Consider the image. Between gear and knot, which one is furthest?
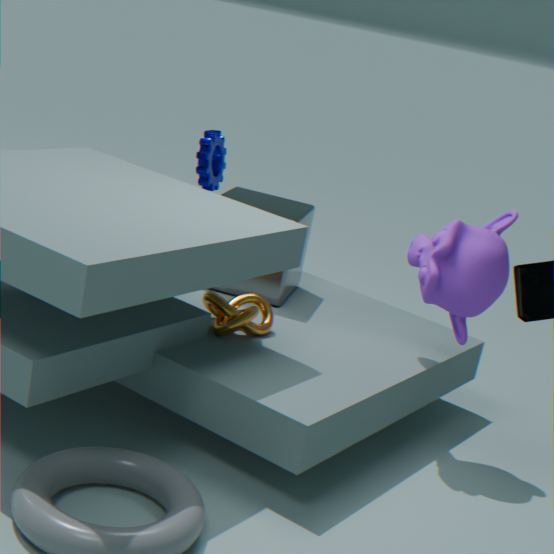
gear
